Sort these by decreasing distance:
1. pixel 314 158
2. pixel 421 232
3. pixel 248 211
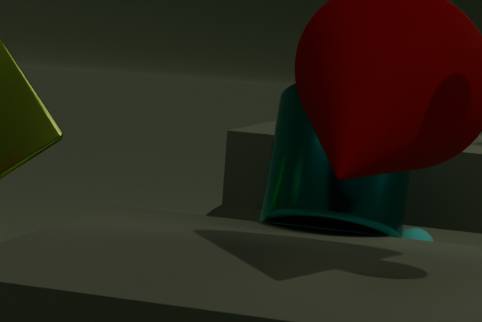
1. pixel 421 232
2. pixel 248 211
3. pixel 314 158
